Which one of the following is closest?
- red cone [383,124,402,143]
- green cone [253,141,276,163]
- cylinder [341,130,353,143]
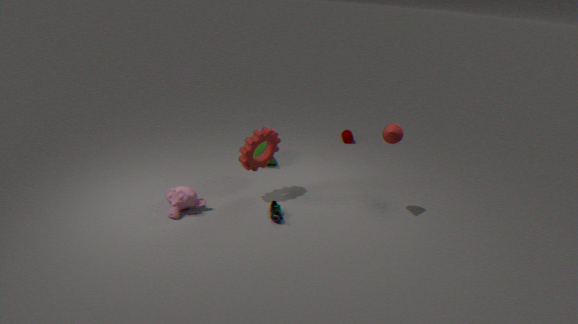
red cone [383,124,402,143]
